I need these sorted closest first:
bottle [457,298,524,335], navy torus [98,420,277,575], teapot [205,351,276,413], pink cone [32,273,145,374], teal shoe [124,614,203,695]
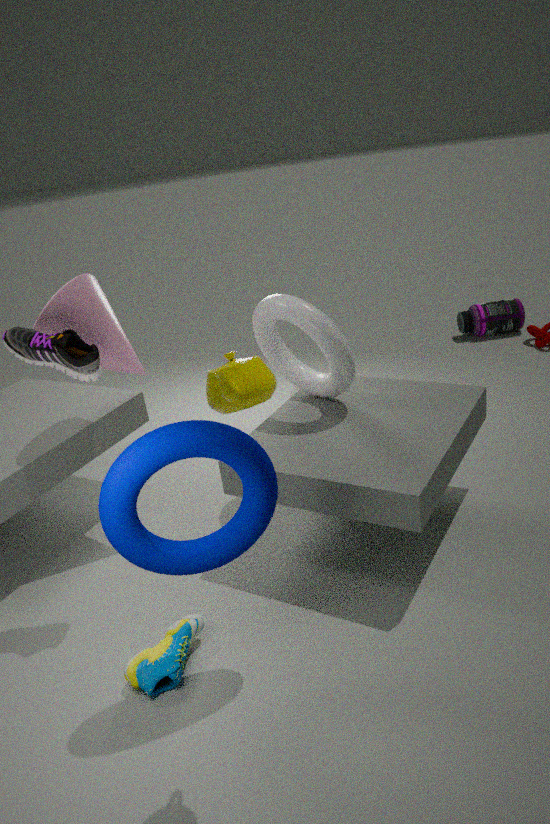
1. teapot [205,351,276,413]
2. navy torus [98,420,277,575]
3. teal shoe [124,614,203,695]
4. pink cone [32,273,145,374]
5. bottle [457,298,524,335]
